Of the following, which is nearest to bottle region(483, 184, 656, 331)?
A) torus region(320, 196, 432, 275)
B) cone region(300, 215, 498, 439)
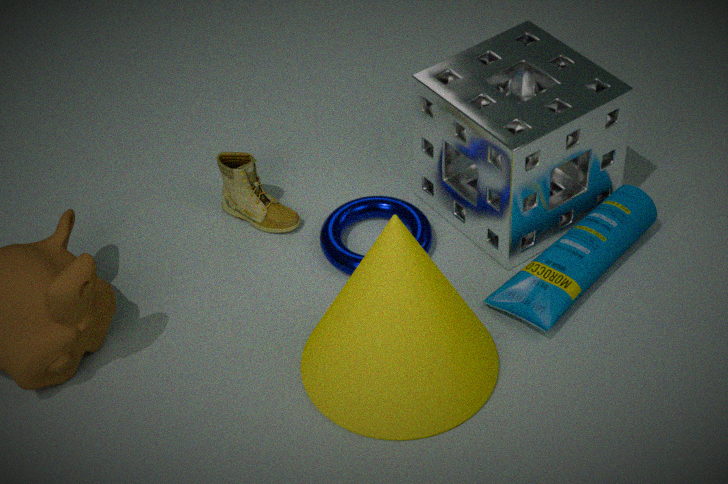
cone region(300, 215, 498, 439)
